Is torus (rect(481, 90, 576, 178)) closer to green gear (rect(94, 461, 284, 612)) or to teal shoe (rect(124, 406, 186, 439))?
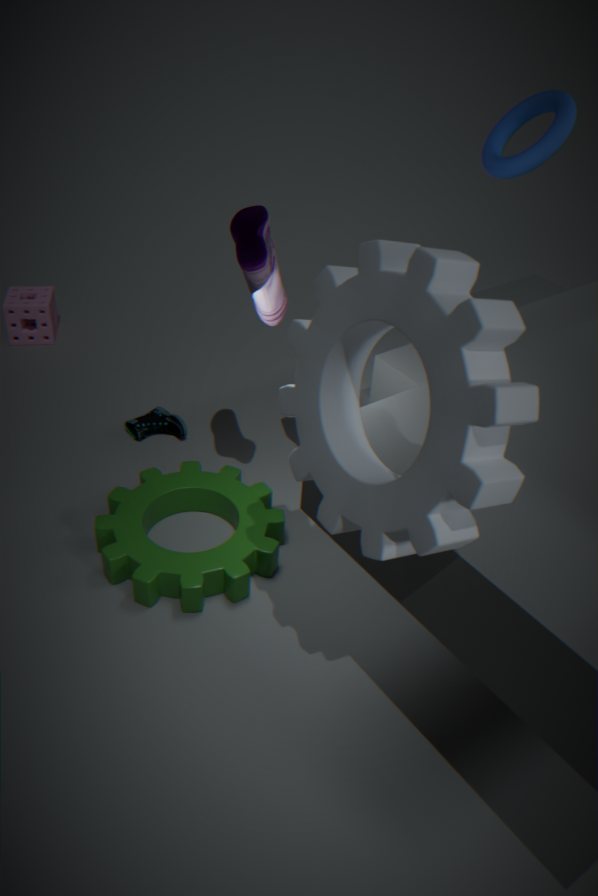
green gear (rect(94, 461, 284, 612))
